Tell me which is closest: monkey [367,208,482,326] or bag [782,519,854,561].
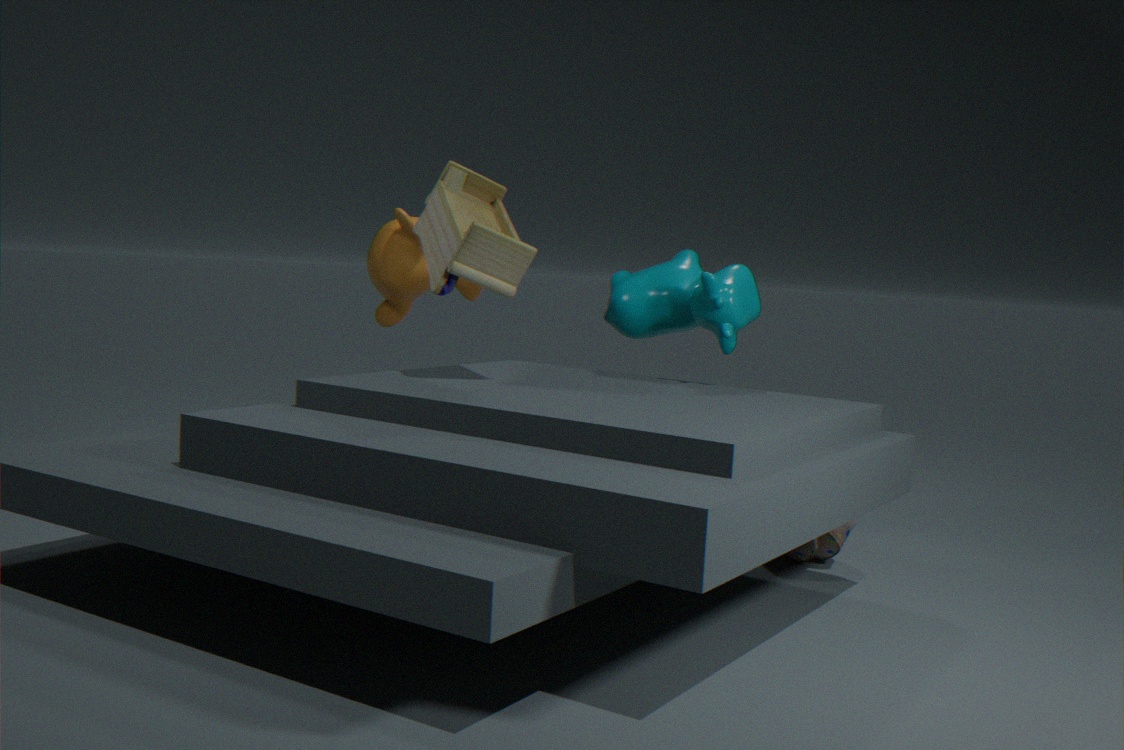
bag [782,519,854,561]
